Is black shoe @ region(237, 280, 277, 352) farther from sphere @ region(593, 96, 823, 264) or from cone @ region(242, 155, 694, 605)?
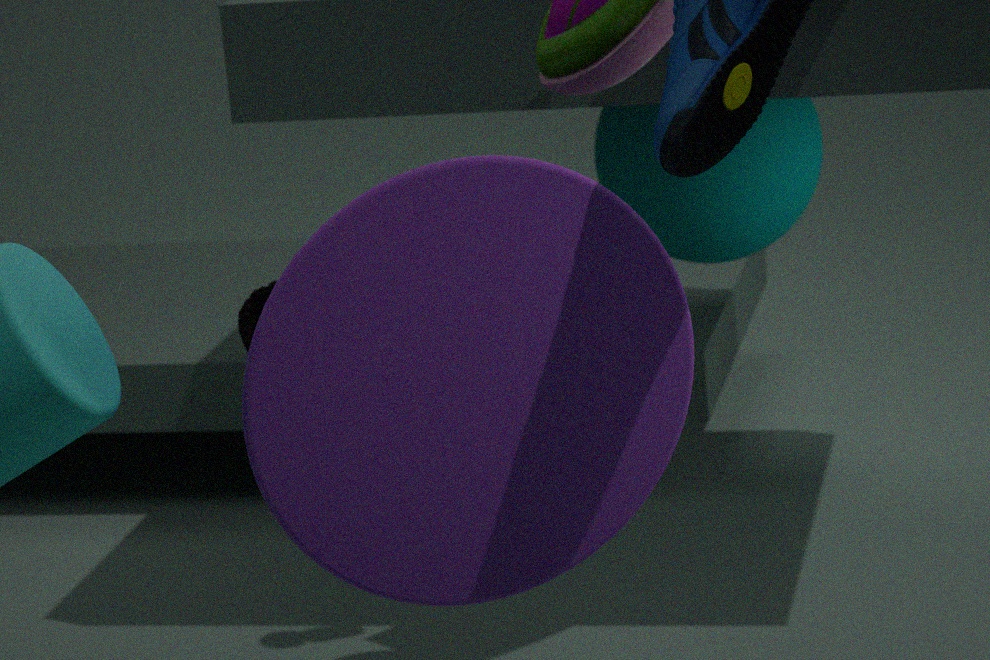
sphere @ region(593, 96, 823, 264)
